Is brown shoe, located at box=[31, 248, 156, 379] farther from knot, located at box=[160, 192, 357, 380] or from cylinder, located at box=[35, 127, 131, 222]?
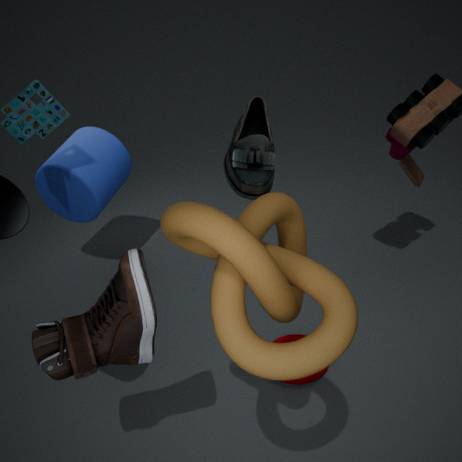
cylinder, located at box=[35, 127, 131, 222]
